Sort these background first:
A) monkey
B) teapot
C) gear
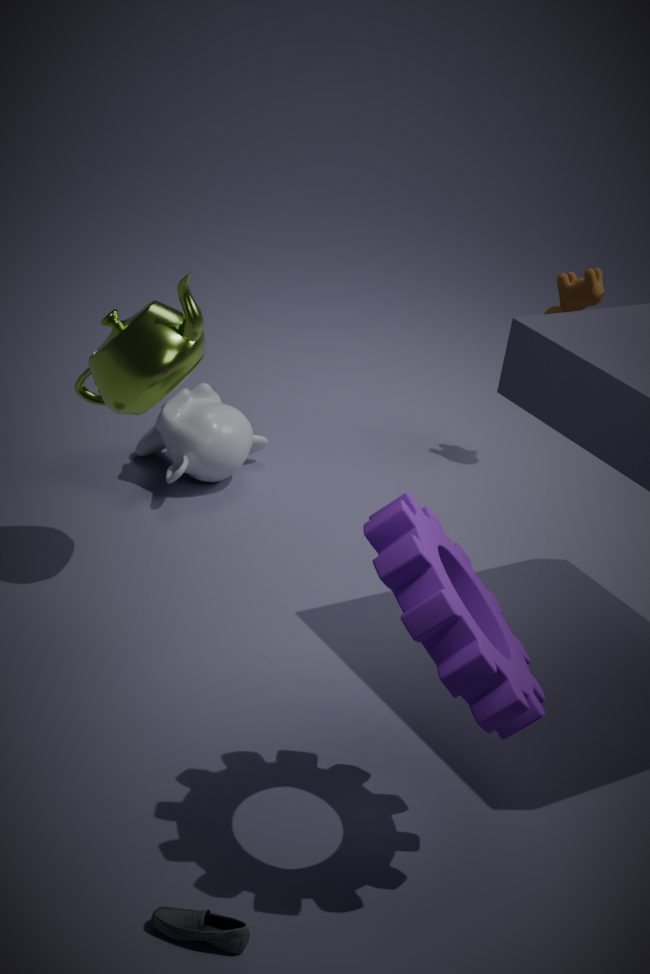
monkey → teapot → gear
